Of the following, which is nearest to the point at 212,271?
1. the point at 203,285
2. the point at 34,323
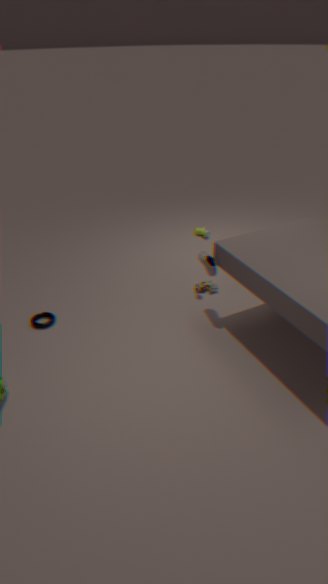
the point at 203,285
